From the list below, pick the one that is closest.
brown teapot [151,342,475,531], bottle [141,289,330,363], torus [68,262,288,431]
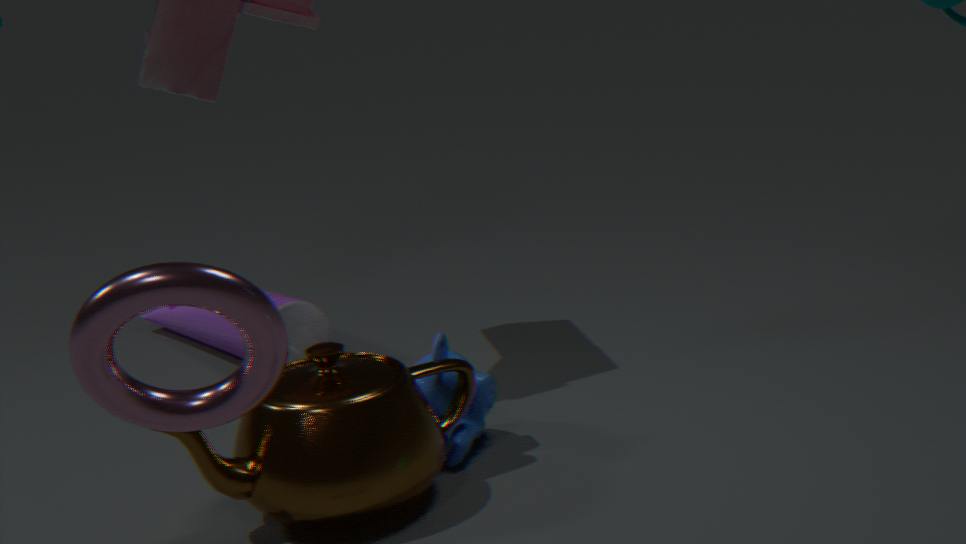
torus [68,262,288,431]
